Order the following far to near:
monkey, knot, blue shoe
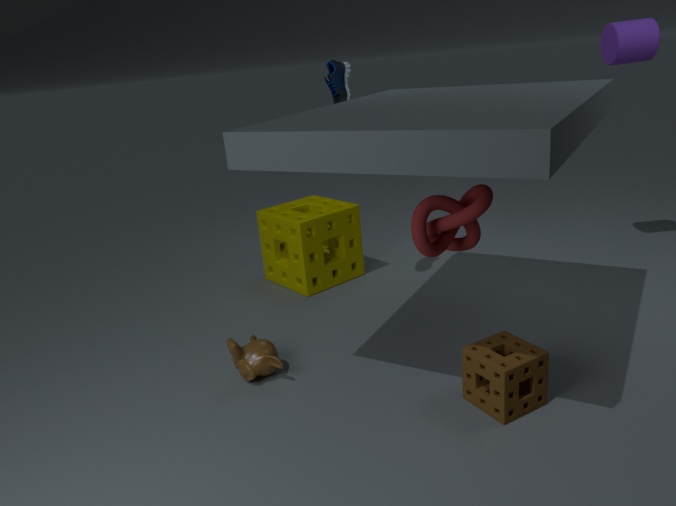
blue shoe → monkey → knot
